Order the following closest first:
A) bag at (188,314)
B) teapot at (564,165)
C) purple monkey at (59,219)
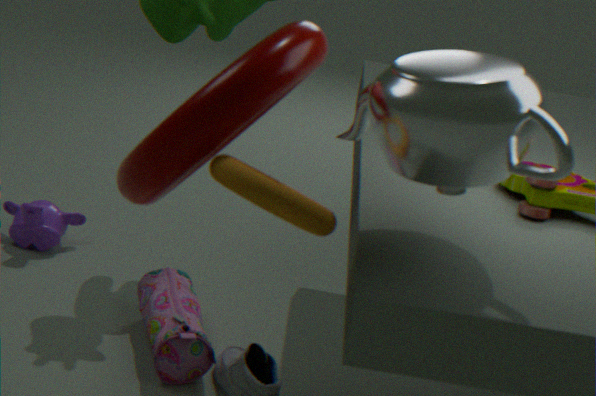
Result: 1. teapot at (564,165)
2. bag at (188,314)
3. purple monkey at (59,219)
